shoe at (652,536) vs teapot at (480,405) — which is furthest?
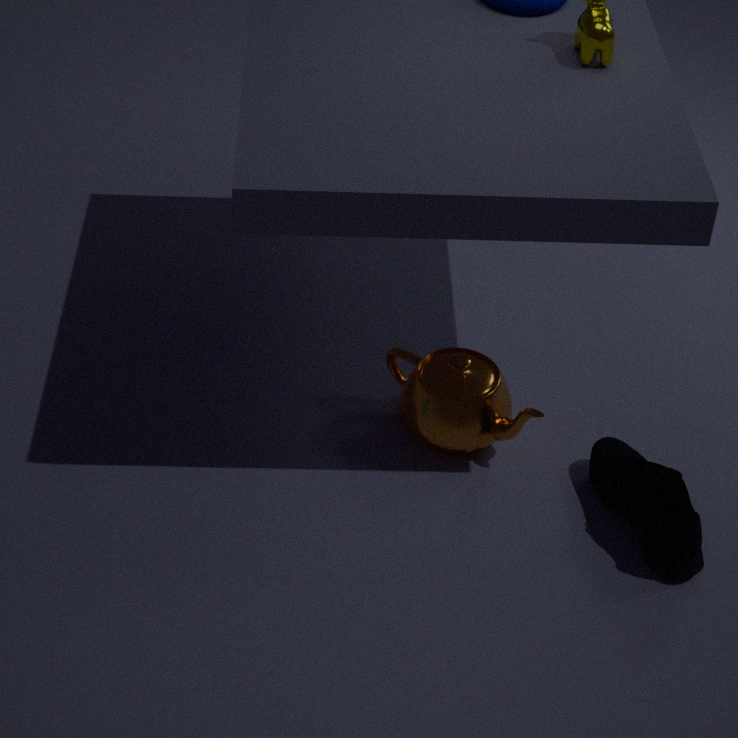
teapot at (480,405)
